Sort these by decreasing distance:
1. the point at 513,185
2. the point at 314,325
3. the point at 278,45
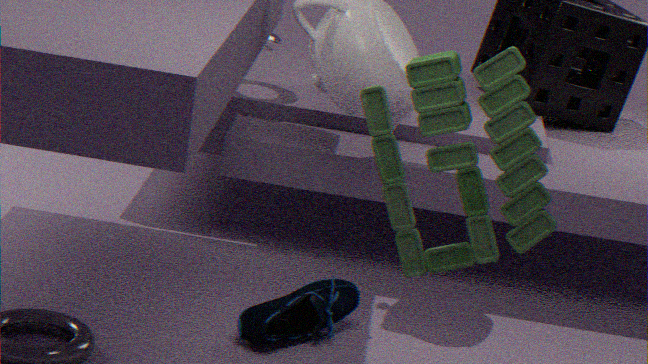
the point at 278,45
the point at 314,325
the point at 513,185
